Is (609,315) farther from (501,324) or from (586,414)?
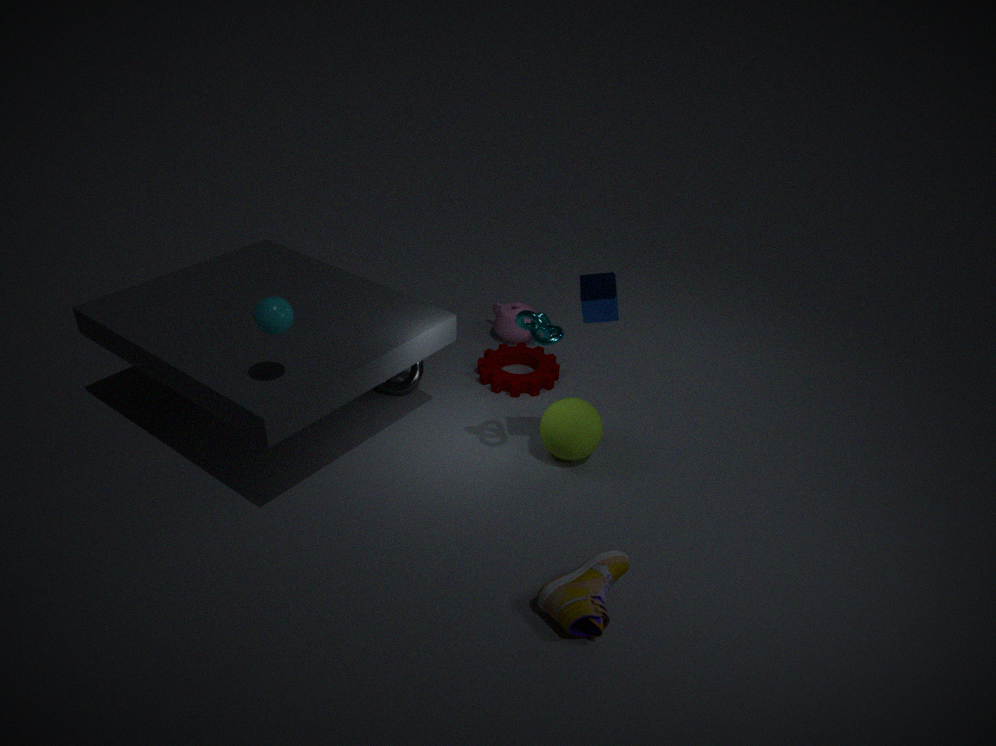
(501,324)
